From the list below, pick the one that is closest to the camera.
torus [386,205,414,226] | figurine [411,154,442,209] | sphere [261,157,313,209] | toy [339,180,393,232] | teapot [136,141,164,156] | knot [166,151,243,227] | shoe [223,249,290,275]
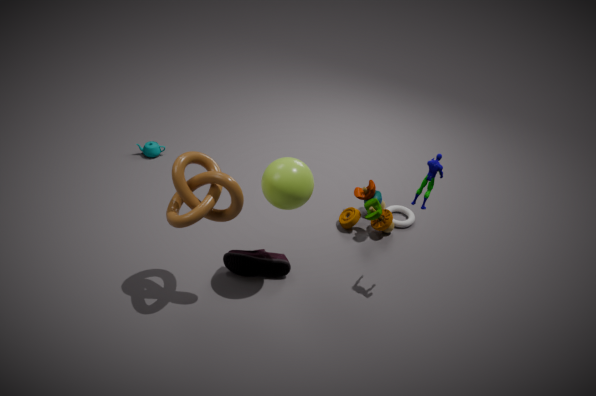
knot [166,151,243,227]
